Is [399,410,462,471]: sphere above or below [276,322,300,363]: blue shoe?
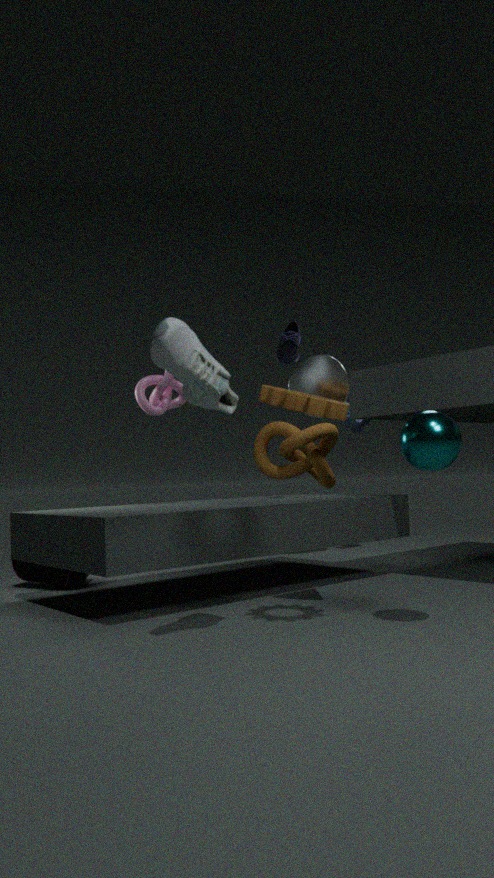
below
